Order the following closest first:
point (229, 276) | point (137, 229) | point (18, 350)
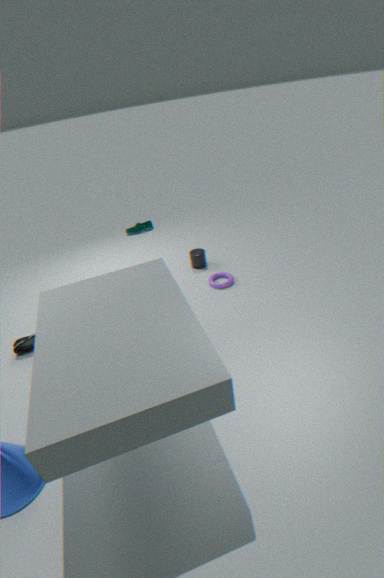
point (18, 350) → point (229, 276) → point (137, 229)
